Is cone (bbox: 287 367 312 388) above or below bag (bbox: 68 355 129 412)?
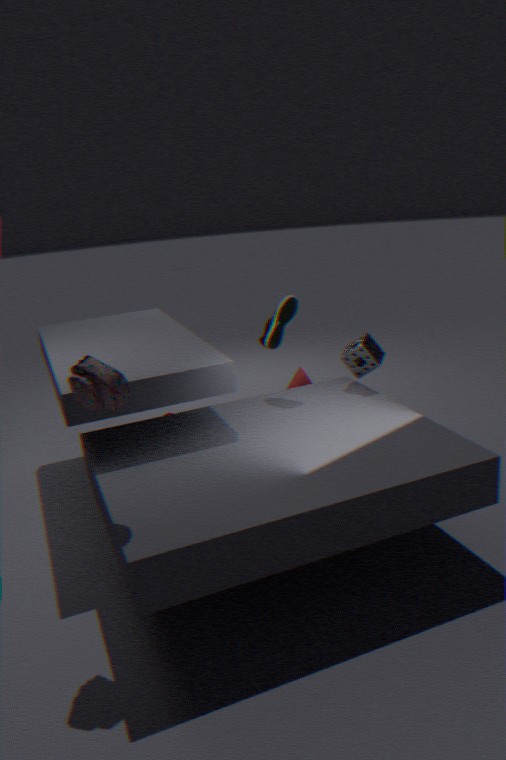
below
